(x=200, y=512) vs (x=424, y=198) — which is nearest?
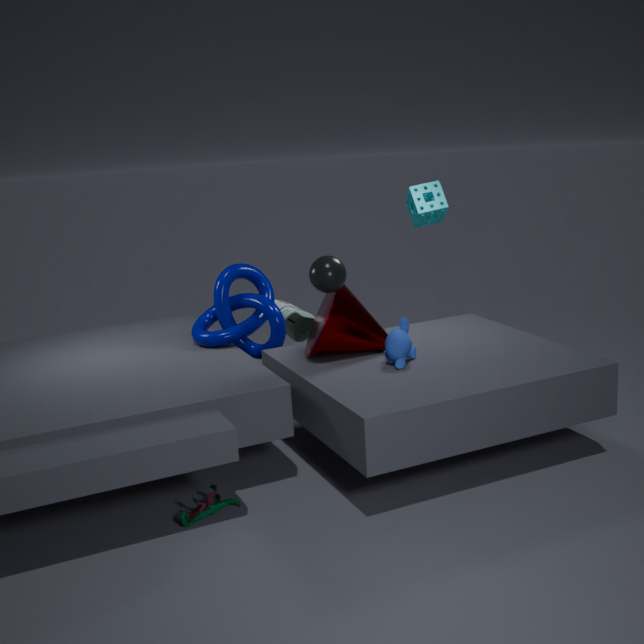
(x=200, y=512)
